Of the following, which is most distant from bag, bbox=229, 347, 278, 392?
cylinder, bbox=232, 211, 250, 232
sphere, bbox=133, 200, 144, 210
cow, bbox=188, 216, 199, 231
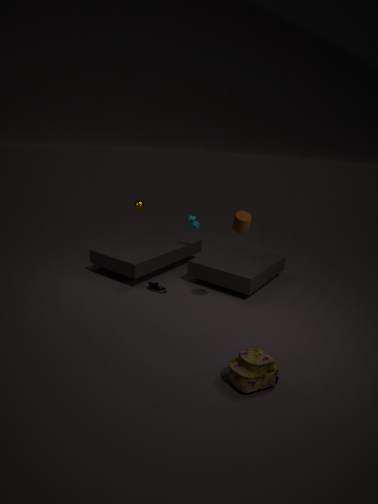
sphere, bbox=133, 200, 144, 210
